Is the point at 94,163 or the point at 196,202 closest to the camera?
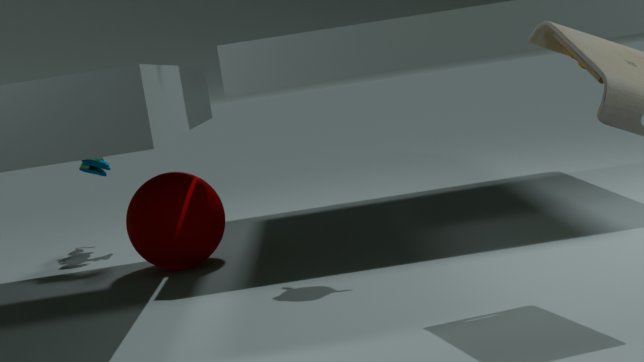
the point at 196,202
